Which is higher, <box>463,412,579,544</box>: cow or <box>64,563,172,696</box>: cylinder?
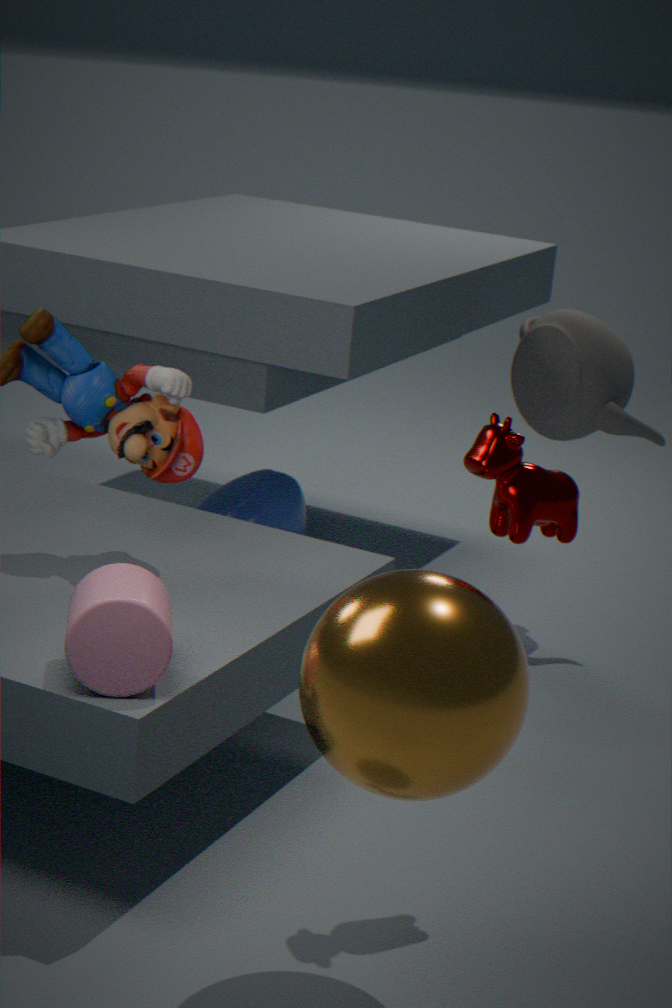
<box>463,412,579,544</box>: cow
